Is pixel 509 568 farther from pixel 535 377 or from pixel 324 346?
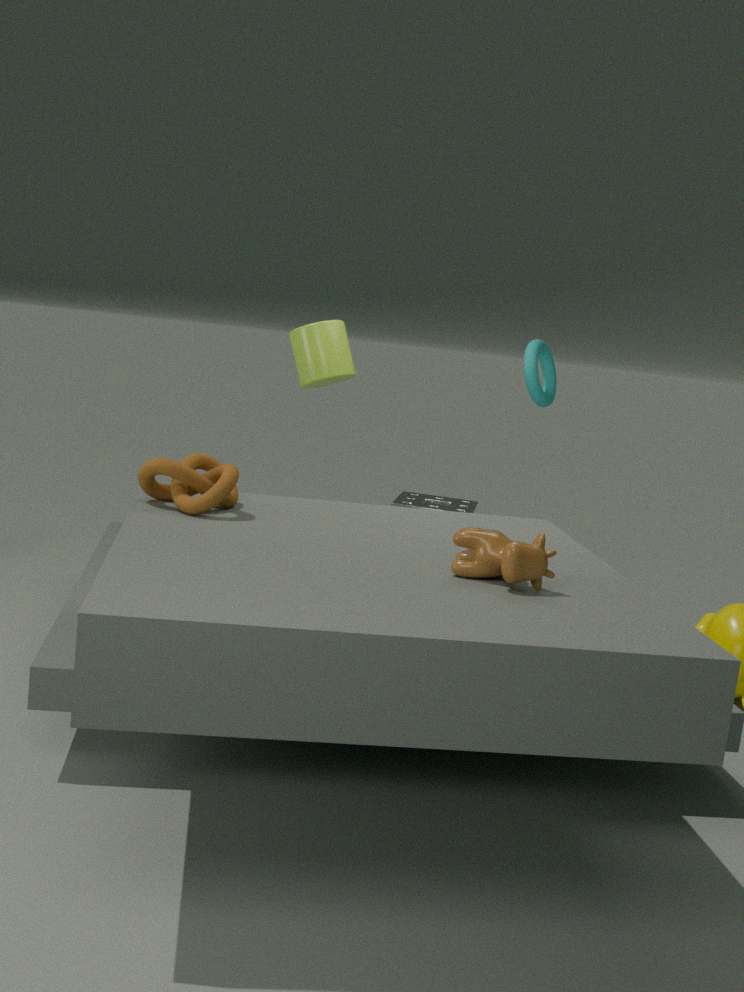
pixel 535 377
